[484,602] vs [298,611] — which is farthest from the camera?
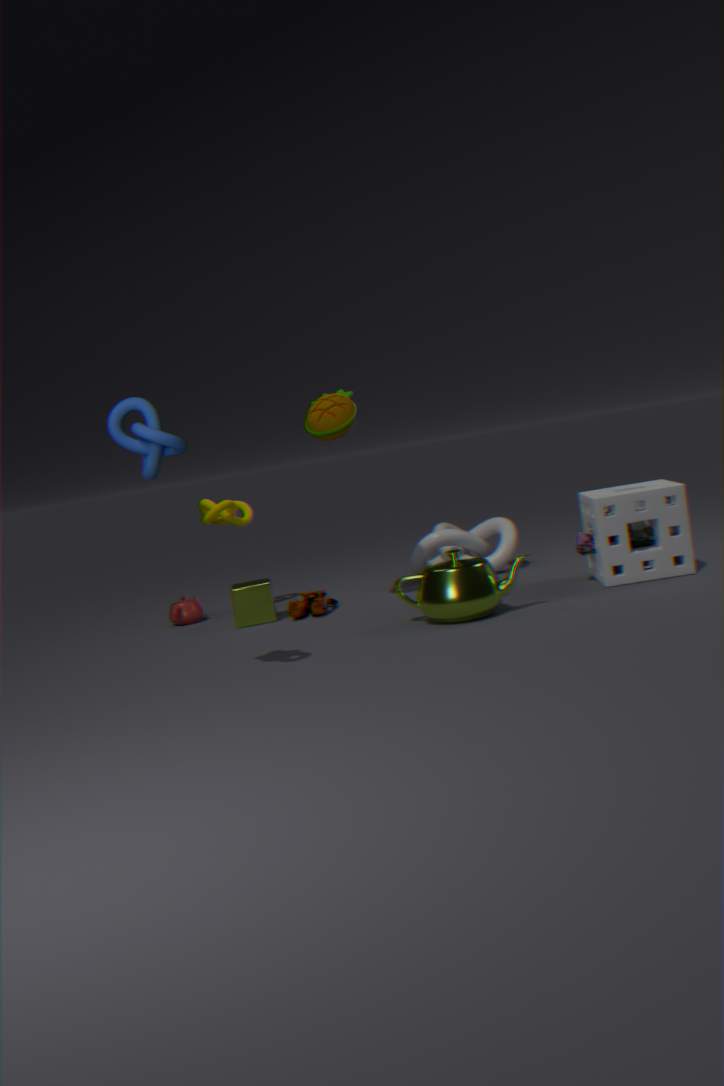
[298,611]
